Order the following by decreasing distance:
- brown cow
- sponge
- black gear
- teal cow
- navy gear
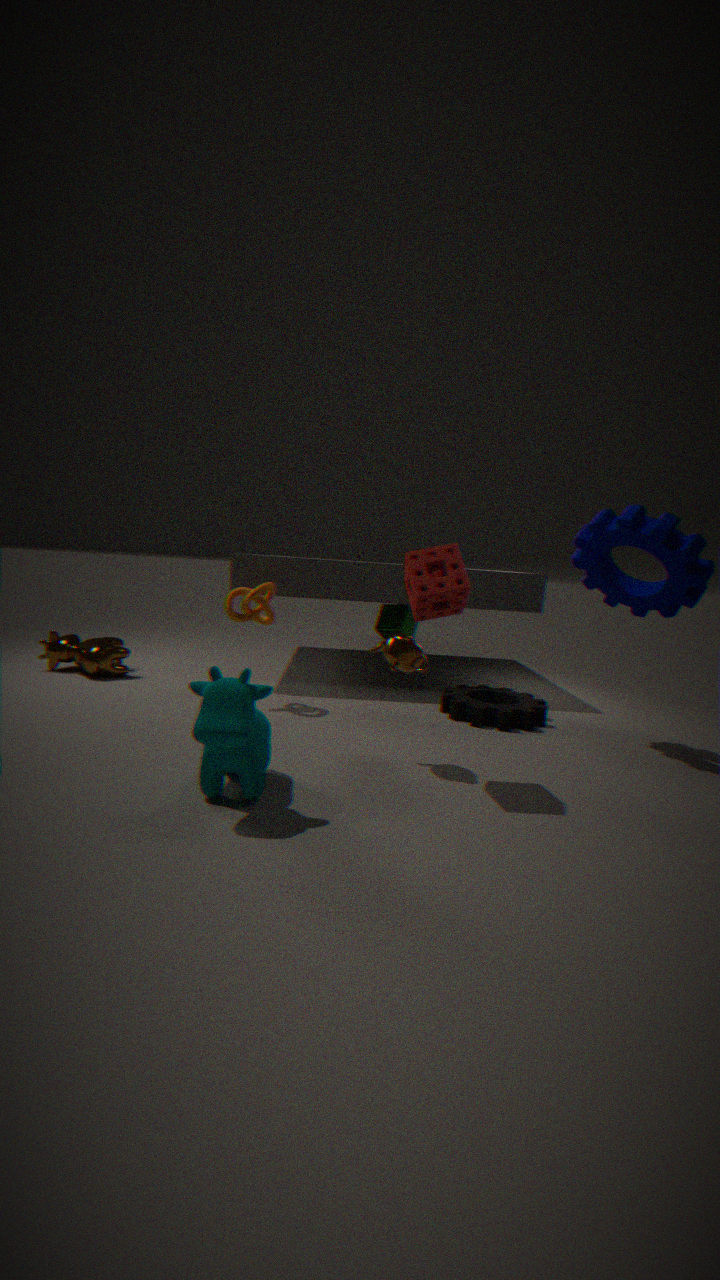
brown cow, black gear, navy gear, sponge, teal cow
